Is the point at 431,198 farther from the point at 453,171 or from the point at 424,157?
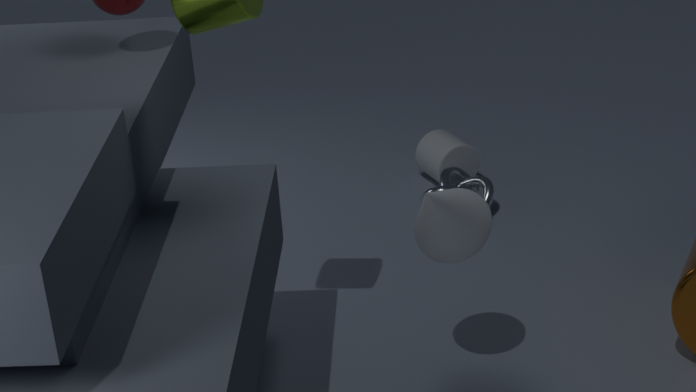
the point at 424,157
